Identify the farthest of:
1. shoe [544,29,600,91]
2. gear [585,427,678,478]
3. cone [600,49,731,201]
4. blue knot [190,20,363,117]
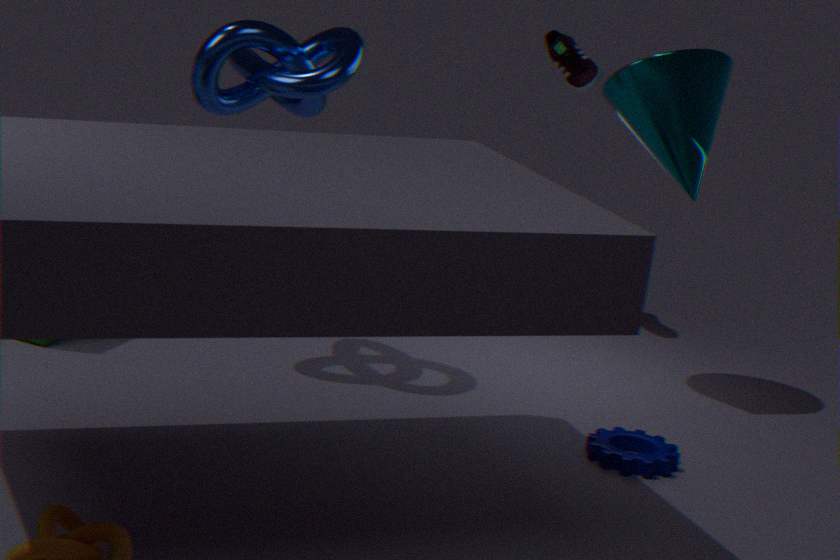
shoe [544,29,600,91]
